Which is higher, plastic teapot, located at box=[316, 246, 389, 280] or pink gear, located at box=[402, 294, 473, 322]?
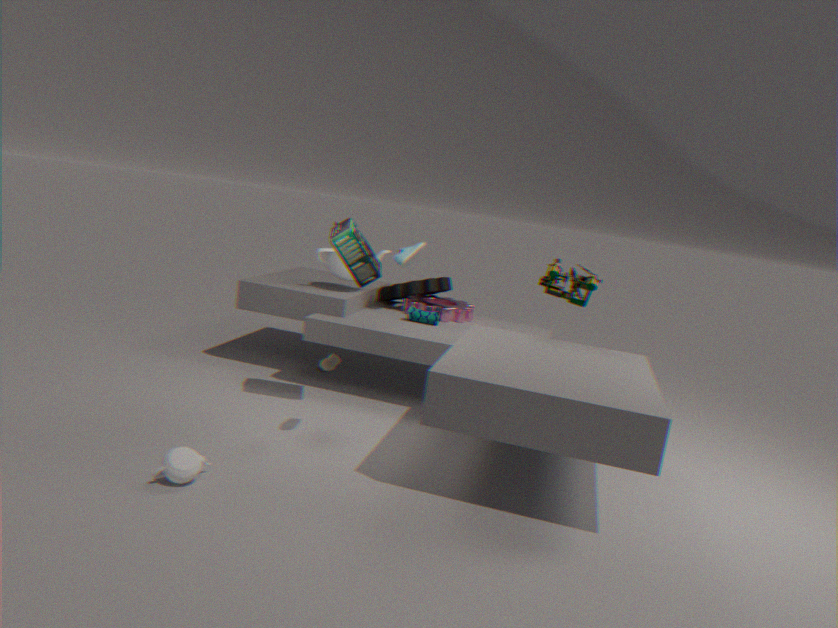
plastic teapot, located at box=[316, 246, 389, 280]
